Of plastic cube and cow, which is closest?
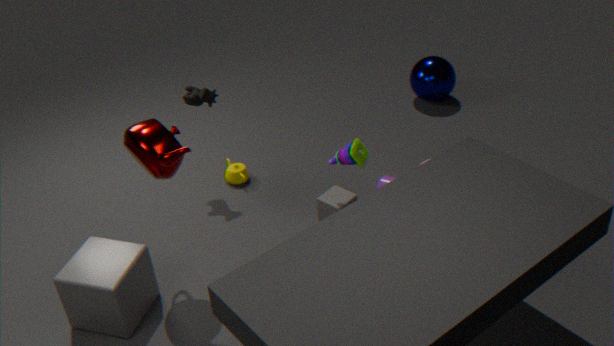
plastic cube
